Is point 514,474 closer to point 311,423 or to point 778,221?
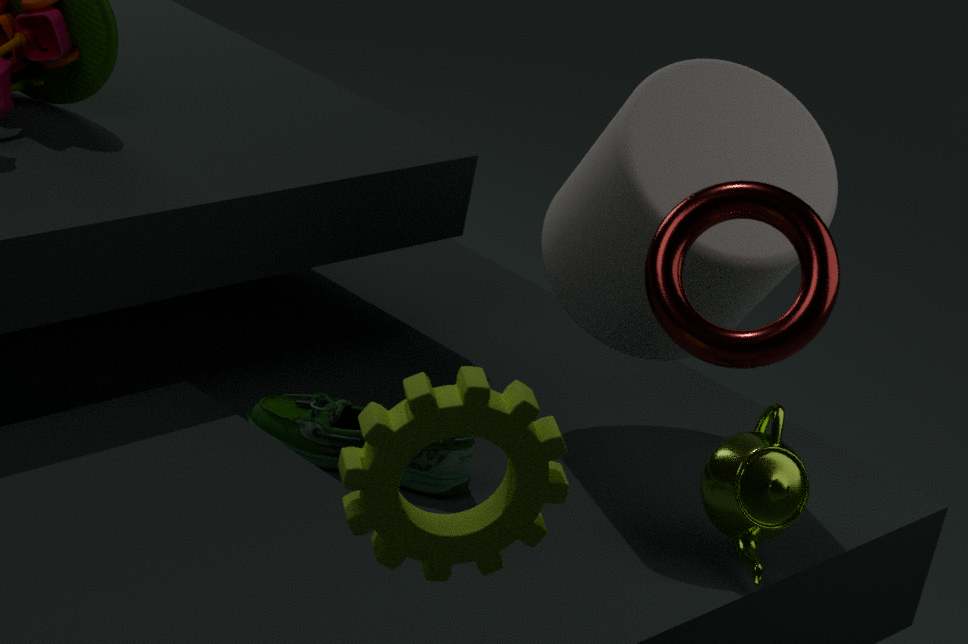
point 778,221
